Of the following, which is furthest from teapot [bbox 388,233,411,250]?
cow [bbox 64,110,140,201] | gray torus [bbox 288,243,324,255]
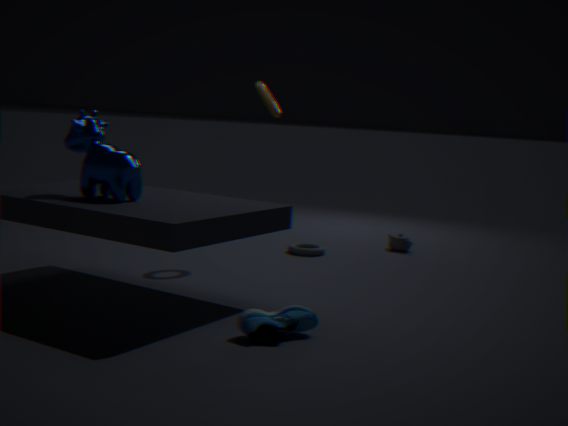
cow [bbox 64,110,140,201]
